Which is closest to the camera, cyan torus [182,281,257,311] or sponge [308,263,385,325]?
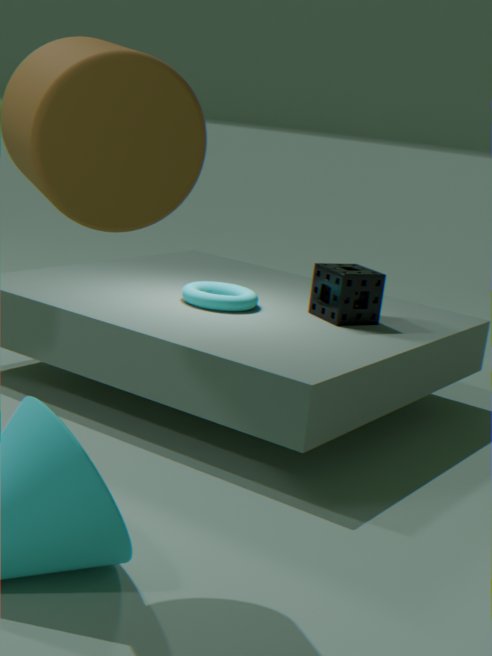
sponge [308,263,385,325]
